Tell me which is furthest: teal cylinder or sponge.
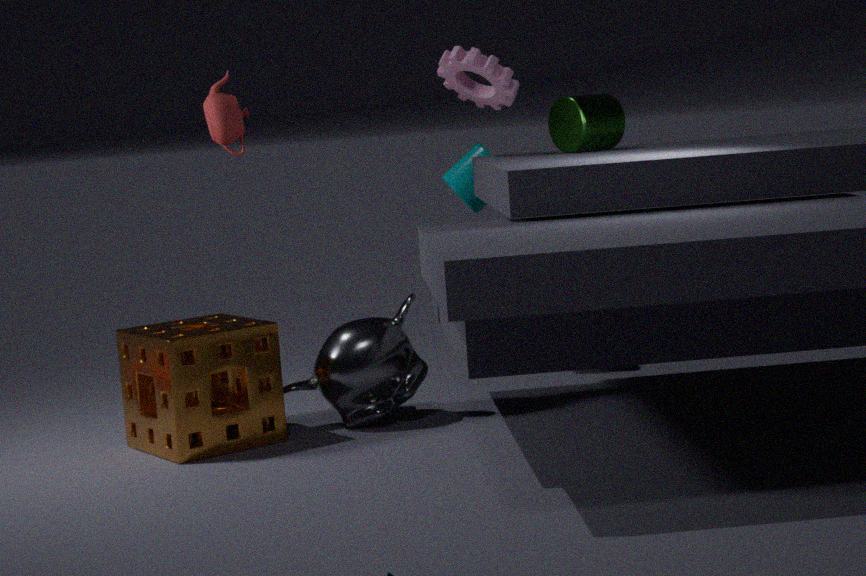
teal cylinder
